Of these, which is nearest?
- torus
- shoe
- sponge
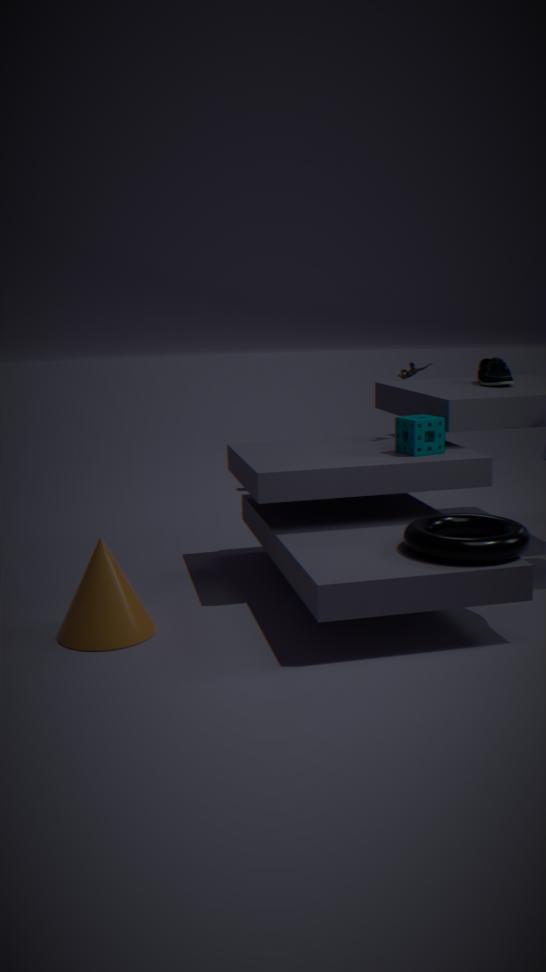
torus
